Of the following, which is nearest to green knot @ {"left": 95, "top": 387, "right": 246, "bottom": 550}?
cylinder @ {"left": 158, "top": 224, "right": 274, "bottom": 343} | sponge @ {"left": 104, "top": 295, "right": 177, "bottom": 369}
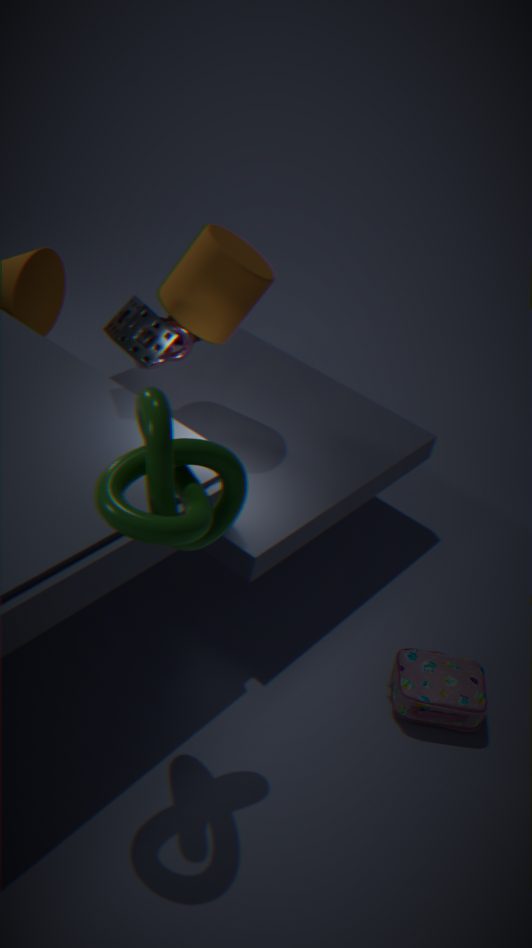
sponge @ {"left": 104, "top": 295, "right": 177, "bottom": 369}
